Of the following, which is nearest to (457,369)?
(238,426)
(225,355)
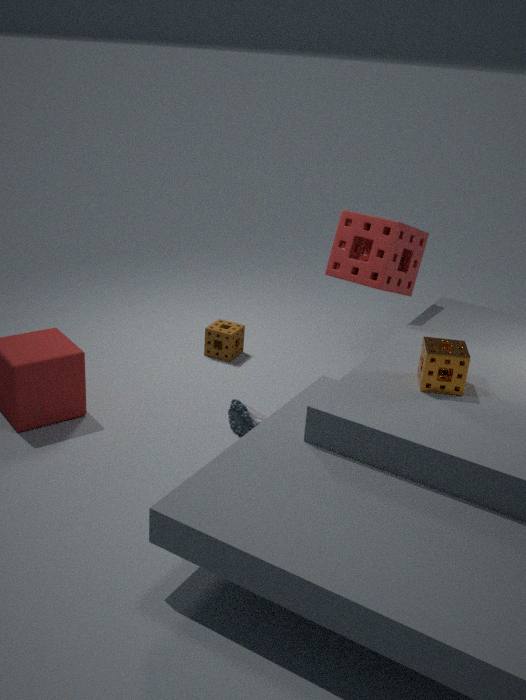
(238,426)
